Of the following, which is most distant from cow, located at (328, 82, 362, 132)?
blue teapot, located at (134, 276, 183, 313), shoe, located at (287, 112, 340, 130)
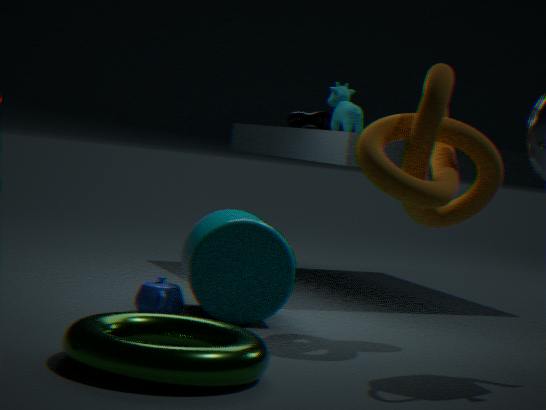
blue teapot, located at (134, 276, 183, 313)
